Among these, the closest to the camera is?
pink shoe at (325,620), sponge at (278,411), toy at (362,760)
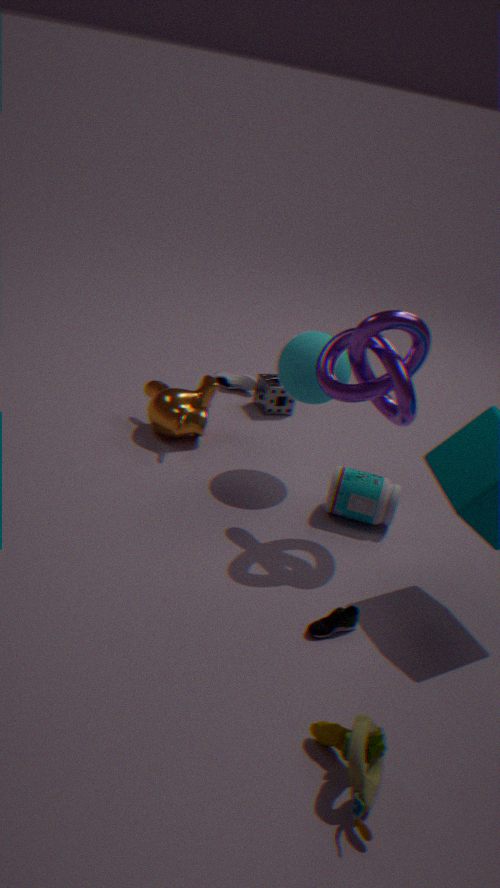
toy at (362,760)
